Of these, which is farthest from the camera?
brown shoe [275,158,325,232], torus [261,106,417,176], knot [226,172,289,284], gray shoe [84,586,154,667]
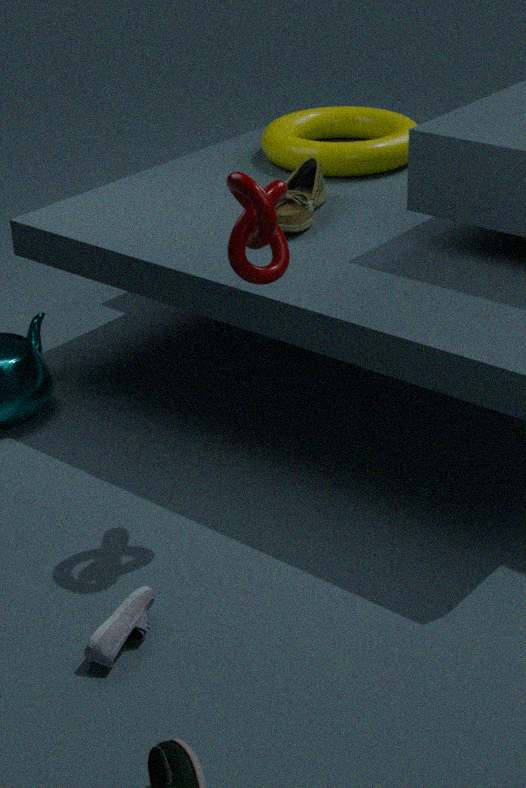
torus [261,106,417,176]
